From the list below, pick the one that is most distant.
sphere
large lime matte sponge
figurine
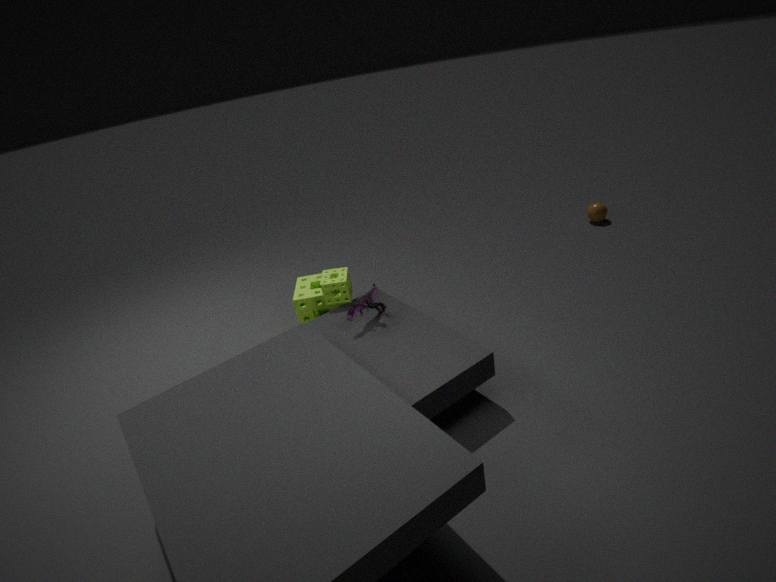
sphere
